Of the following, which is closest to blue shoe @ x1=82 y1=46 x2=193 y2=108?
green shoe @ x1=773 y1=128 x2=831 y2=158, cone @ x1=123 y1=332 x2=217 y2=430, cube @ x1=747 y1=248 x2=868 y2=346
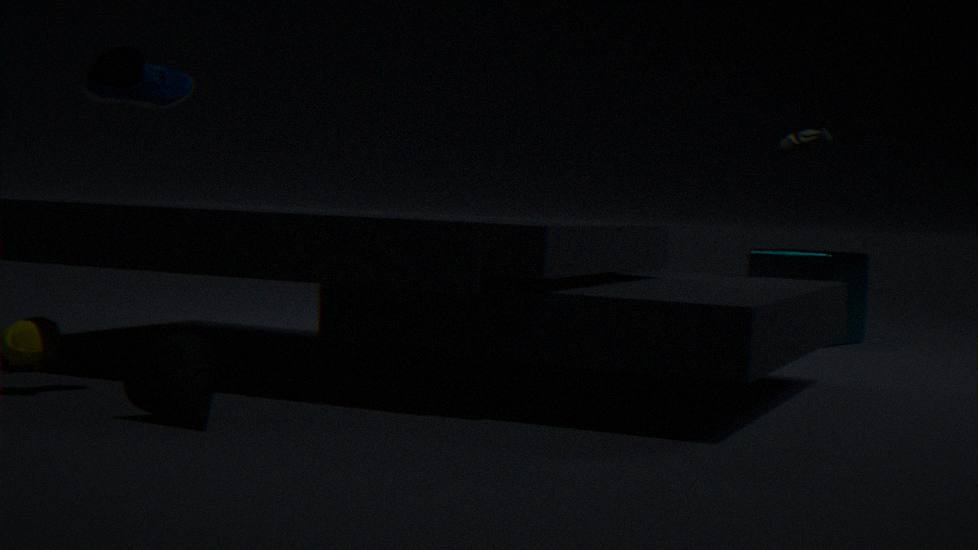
cone @ x1=123 y1=332 x2=217 y2=430
